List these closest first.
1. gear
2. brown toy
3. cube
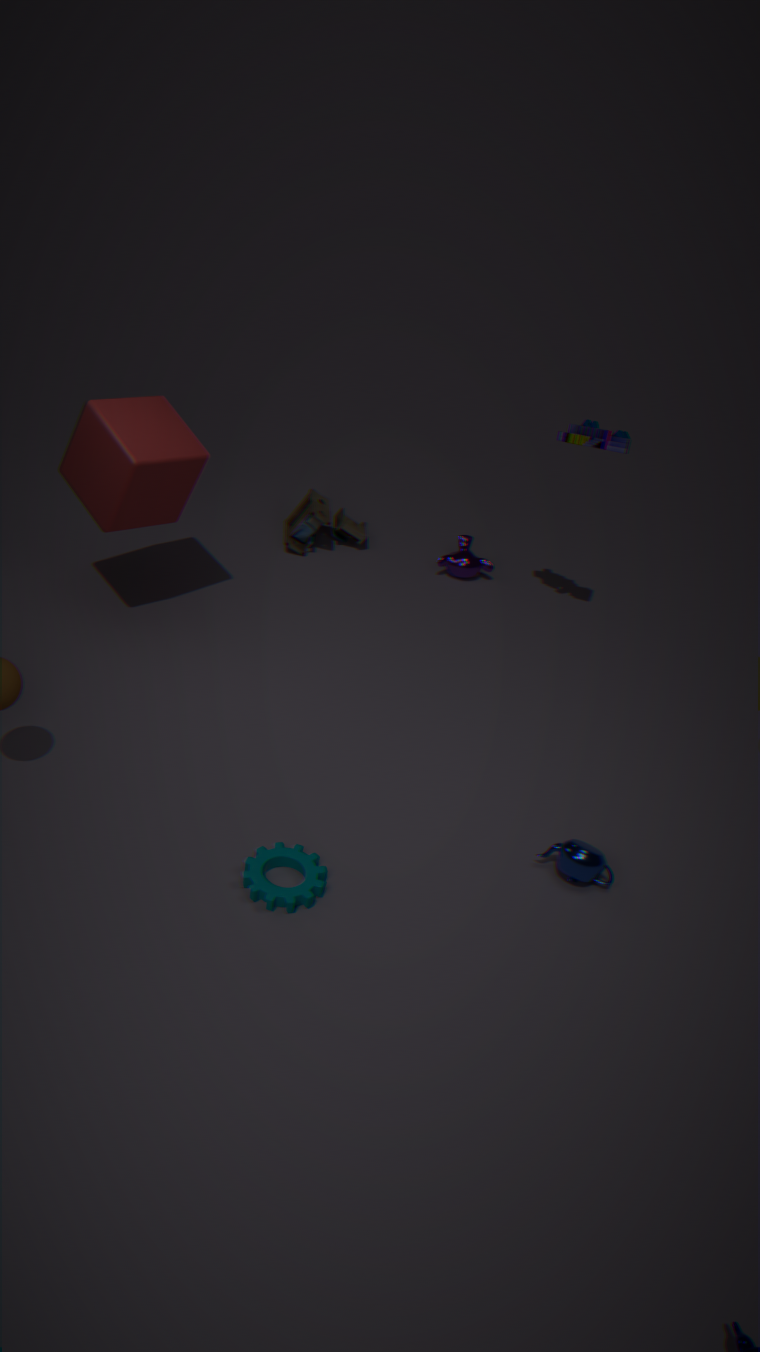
gear, cube, brown toy
